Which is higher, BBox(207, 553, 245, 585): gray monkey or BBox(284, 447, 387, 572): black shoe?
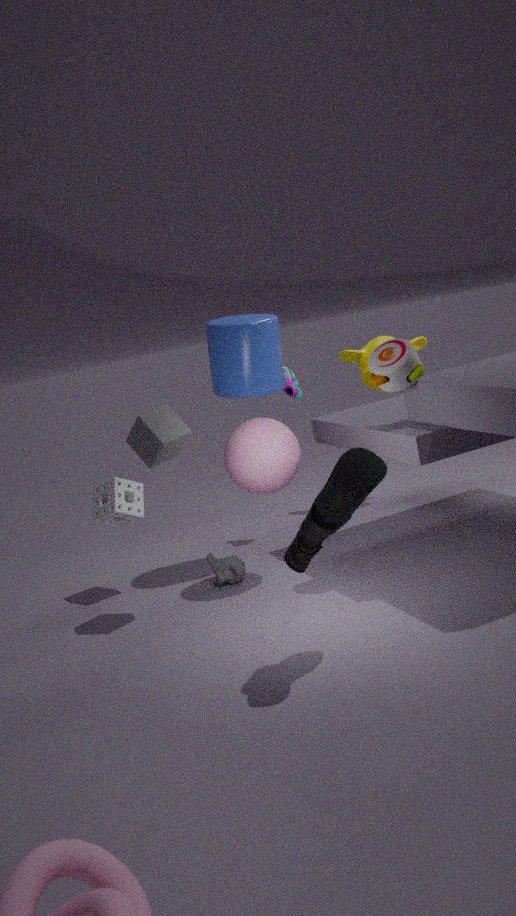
BBox(284, 447, 387, 572): black shoe
